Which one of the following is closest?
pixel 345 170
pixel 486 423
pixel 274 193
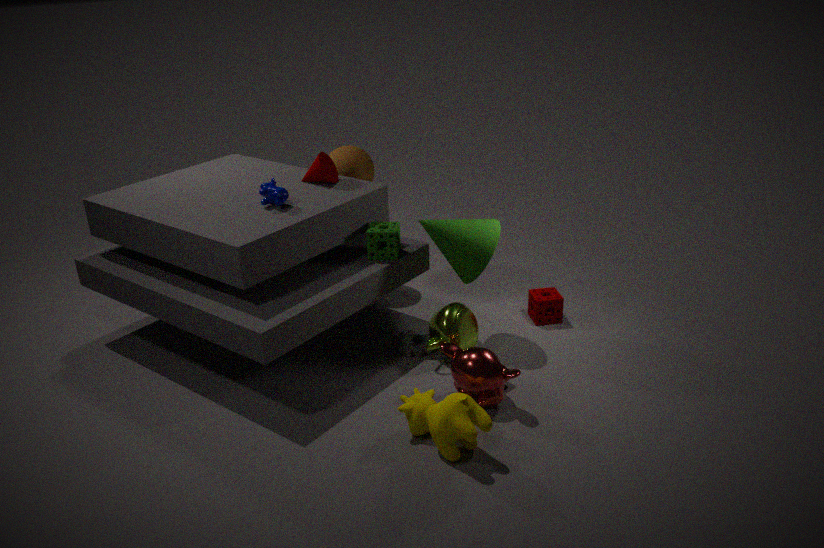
pixel 486 423
